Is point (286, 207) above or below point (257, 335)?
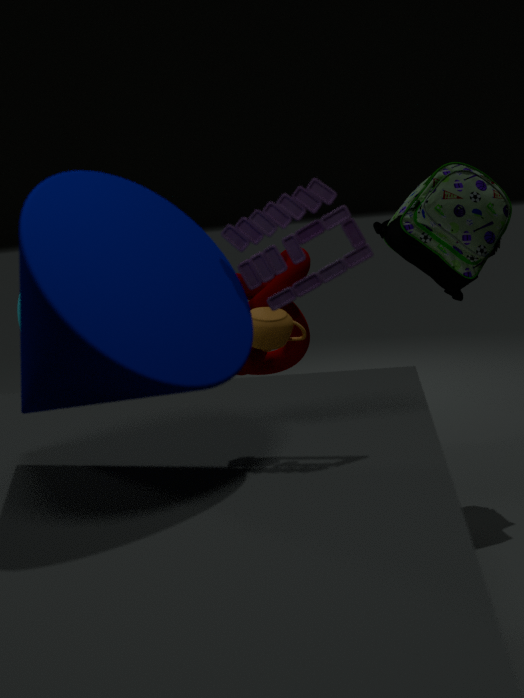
above
